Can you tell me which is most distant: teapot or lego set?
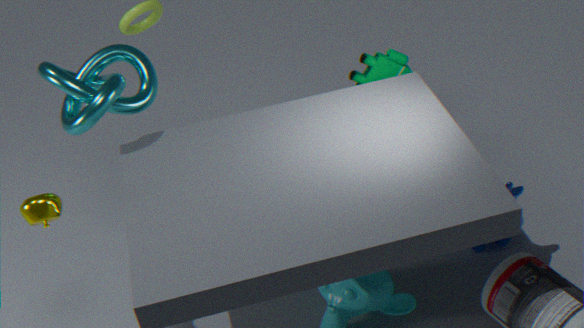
lego set
